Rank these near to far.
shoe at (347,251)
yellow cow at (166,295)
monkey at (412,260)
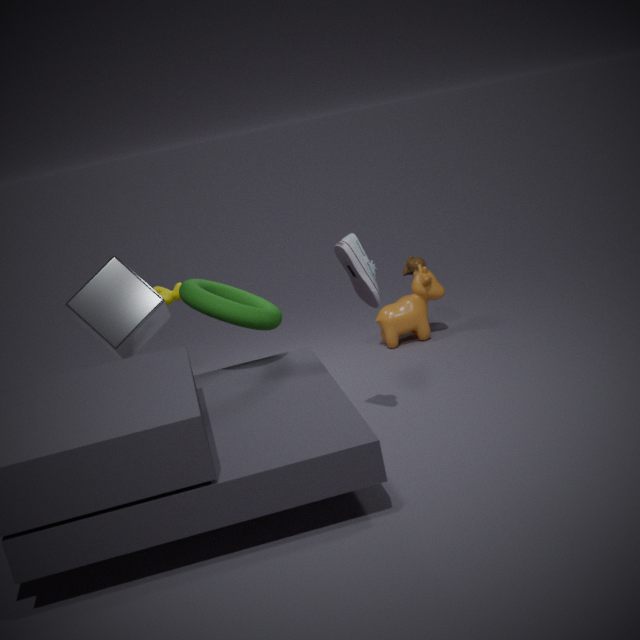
shoe at (347,251), yellow cow at (166,295), monkey at (412,260)
